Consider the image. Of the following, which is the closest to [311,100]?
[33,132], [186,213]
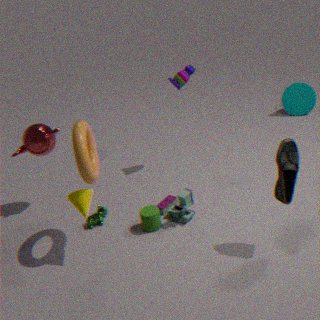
[186,213]
